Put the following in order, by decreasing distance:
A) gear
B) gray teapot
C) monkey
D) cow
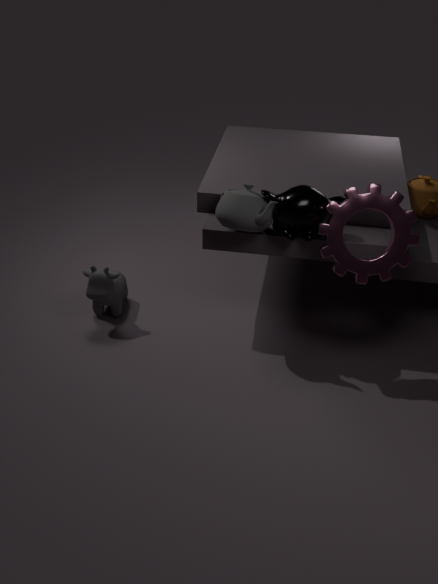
D. cow
B. gray teapot
C. monkey
A. gear
